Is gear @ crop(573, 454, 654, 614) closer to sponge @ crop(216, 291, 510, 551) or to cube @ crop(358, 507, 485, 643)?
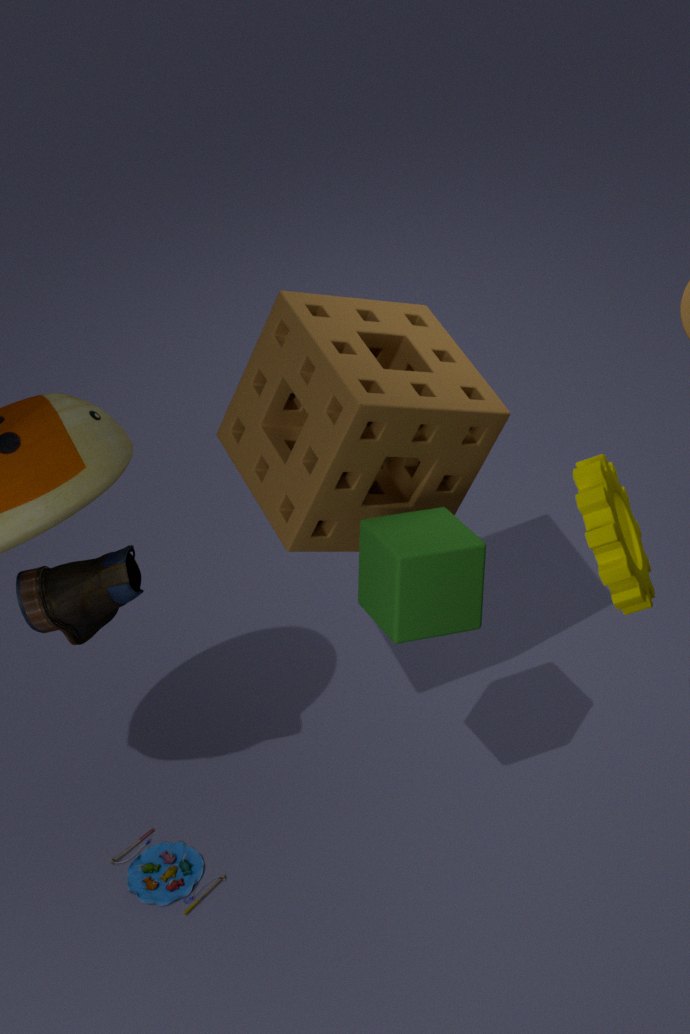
cube @ crop(358, 507, 485, 643)
